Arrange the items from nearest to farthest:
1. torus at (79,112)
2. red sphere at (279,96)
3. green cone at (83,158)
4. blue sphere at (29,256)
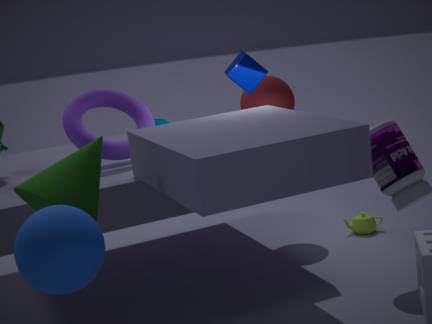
blue sphere at (29,256) < green cone at (83,158) < torus at (79,112) < red sphere at (279,96)
